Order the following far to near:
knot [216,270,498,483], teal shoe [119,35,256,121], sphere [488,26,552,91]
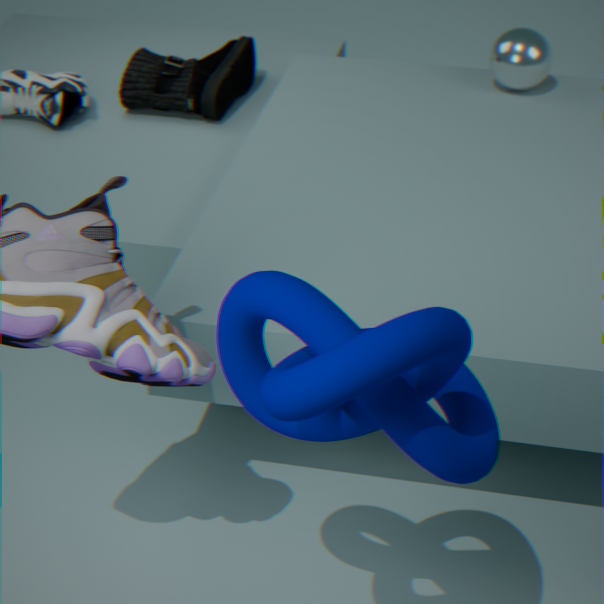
1. teal shoe [119,35,256,121]
2. sphere [488,26,552,91]
3. knot [216,270,498,483]
